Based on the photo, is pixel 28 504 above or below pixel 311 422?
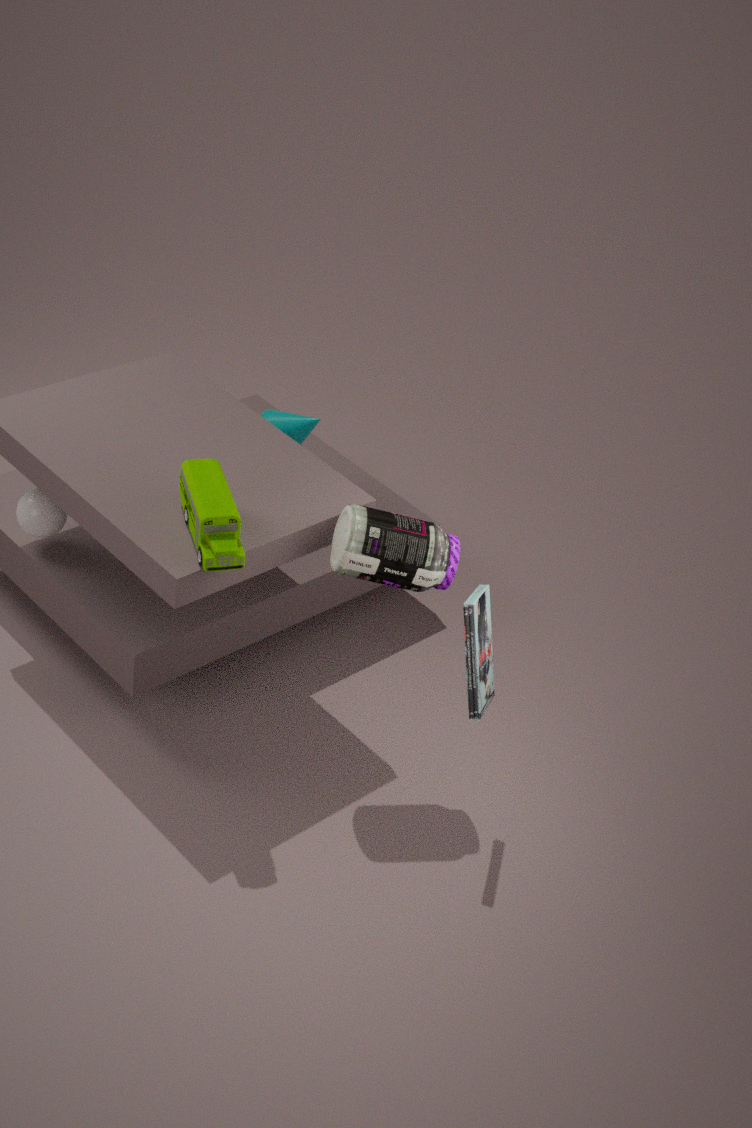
below
